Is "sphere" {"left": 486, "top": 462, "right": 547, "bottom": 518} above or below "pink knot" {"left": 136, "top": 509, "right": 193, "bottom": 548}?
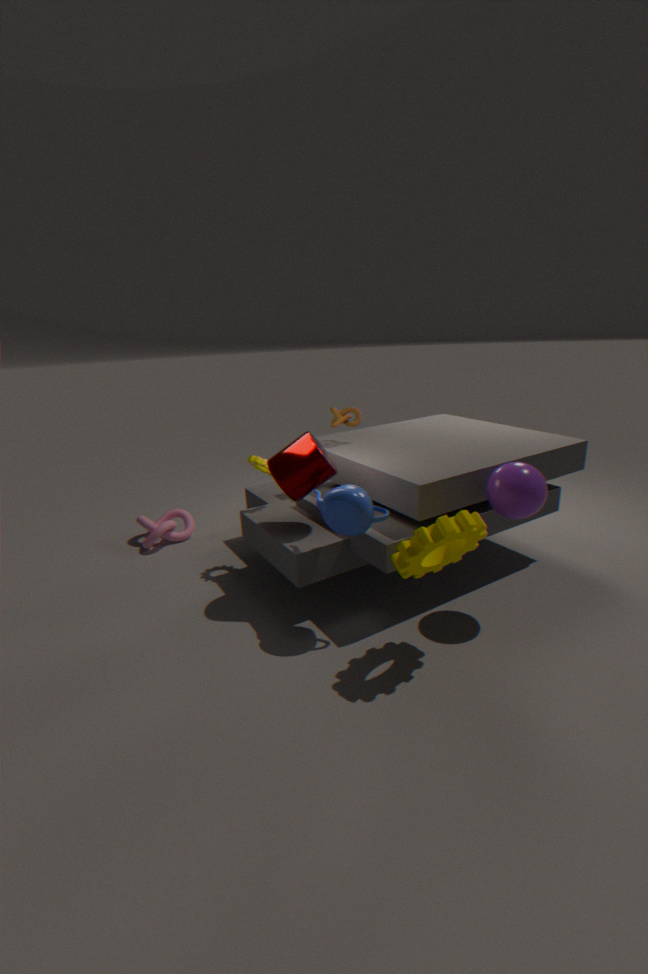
above
